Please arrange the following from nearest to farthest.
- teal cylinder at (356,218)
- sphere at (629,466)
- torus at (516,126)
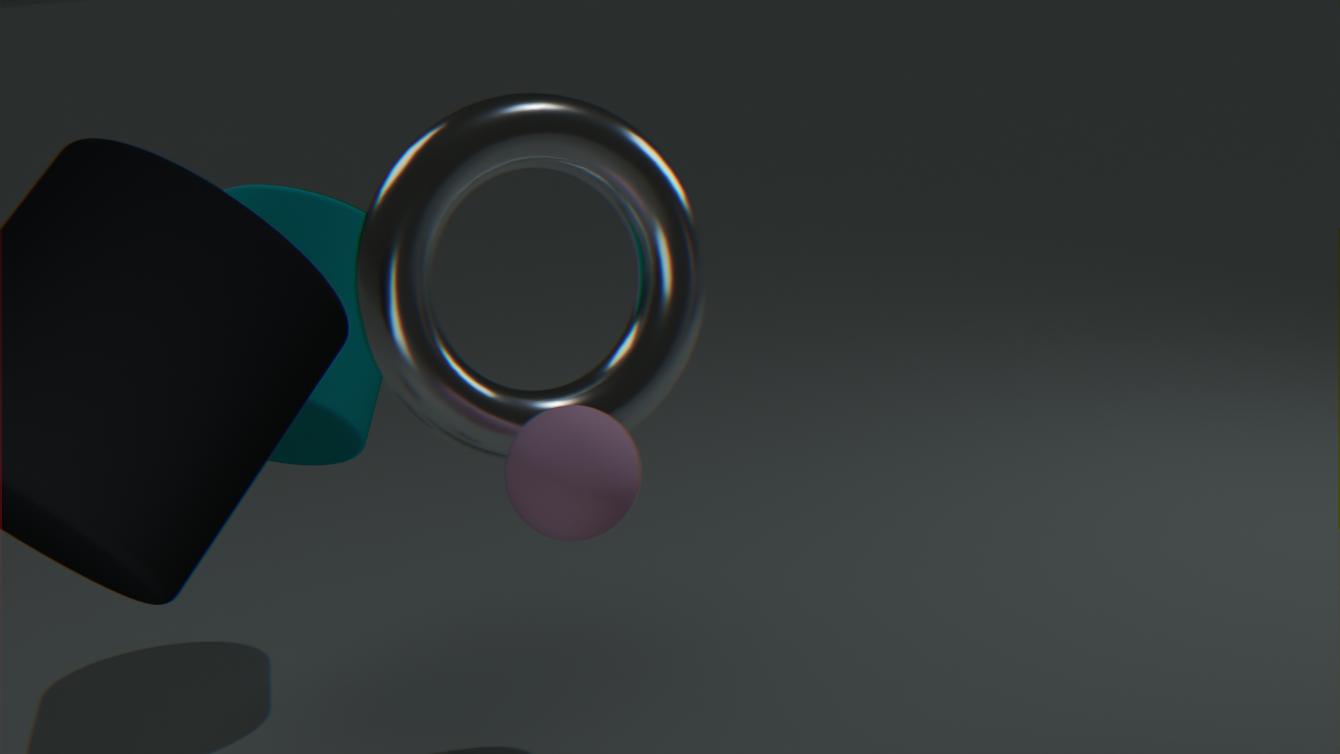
1. sphere at (629,466)
2. torus at (516,126)
3. teal cylinder at (356,218)
